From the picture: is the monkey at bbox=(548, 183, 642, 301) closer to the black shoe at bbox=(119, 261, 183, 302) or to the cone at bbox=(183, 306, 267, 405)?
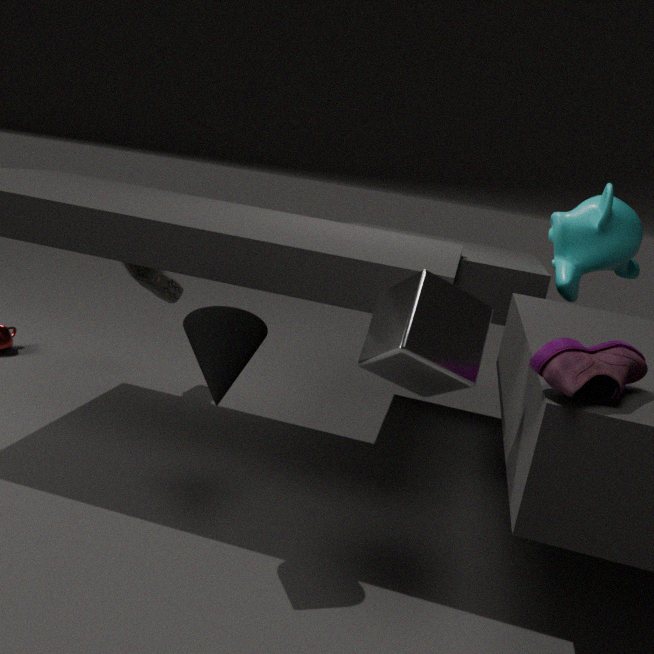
the cone at bbox=(183, 306, 267, 405)
